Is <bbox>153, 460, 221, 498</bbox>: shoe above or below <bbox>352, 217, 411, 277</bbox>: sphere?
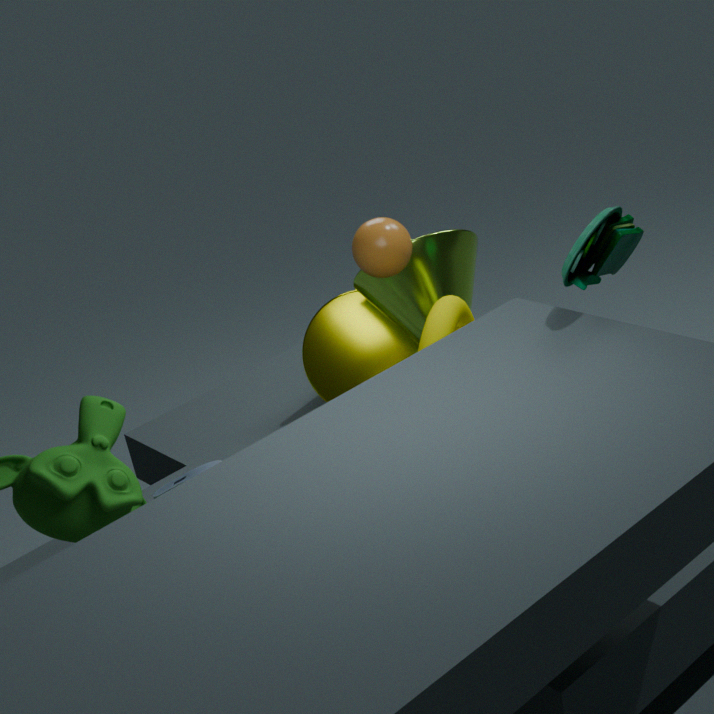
below
